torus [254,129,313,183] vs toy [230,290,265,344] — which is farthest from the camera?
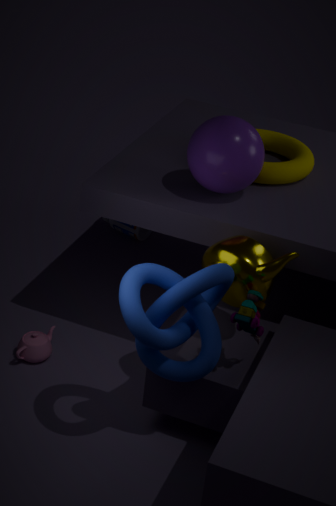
torus [254,129,313,183]
